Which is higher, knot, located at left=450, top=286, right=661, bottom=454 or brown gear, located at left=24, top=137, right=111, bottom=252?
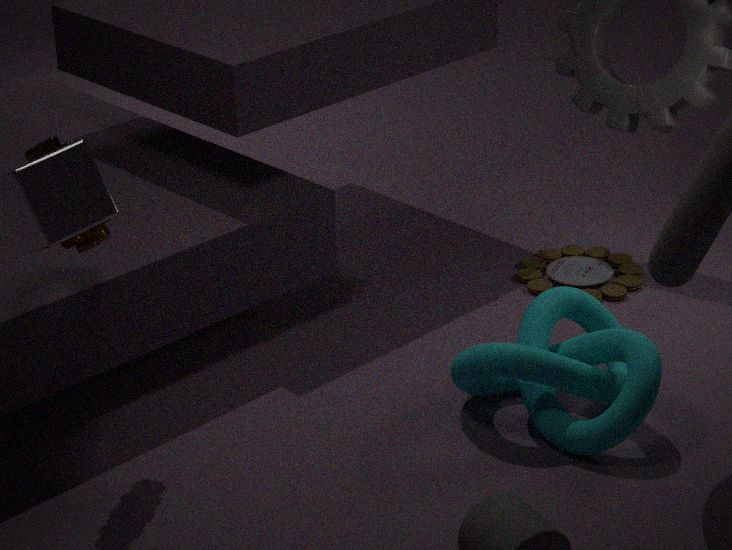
brown gear, located at left=24, top=137, right=111, bottom=252
